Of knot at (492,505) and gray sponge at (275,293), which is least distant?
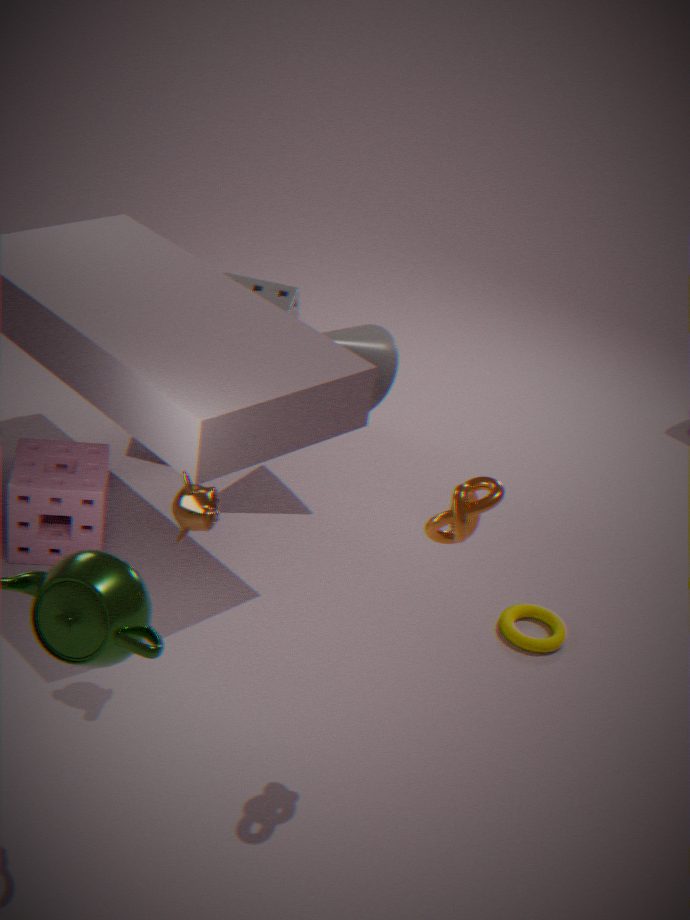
knot at (492,505)
